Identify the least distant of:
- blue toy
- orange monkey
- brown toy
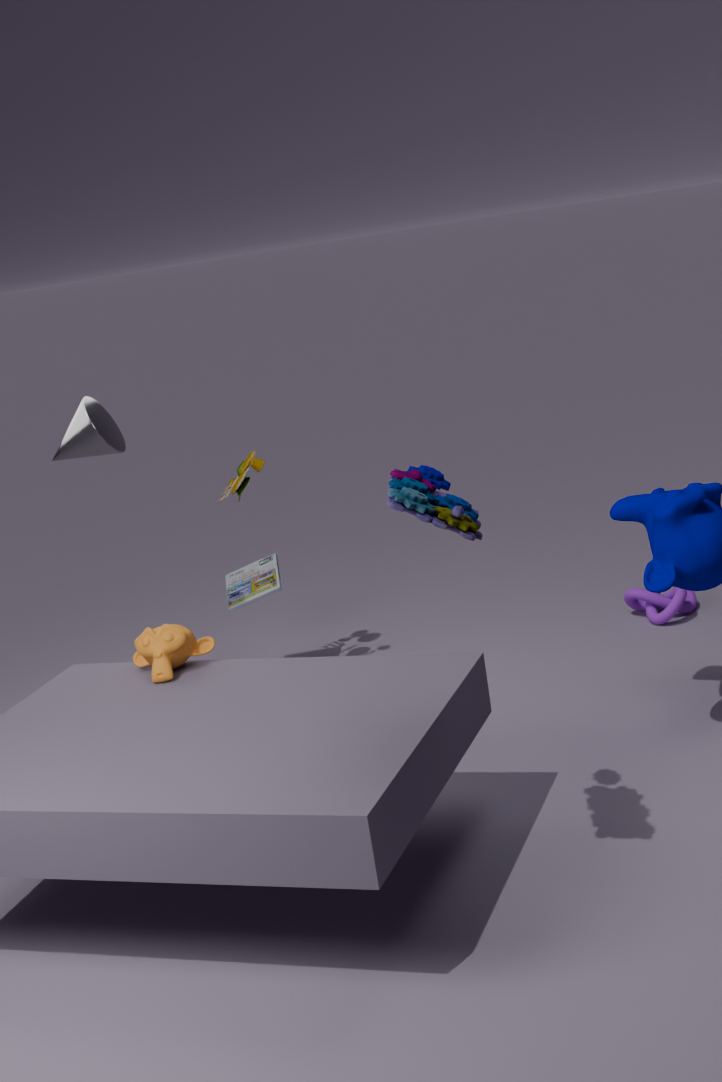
blue toy
